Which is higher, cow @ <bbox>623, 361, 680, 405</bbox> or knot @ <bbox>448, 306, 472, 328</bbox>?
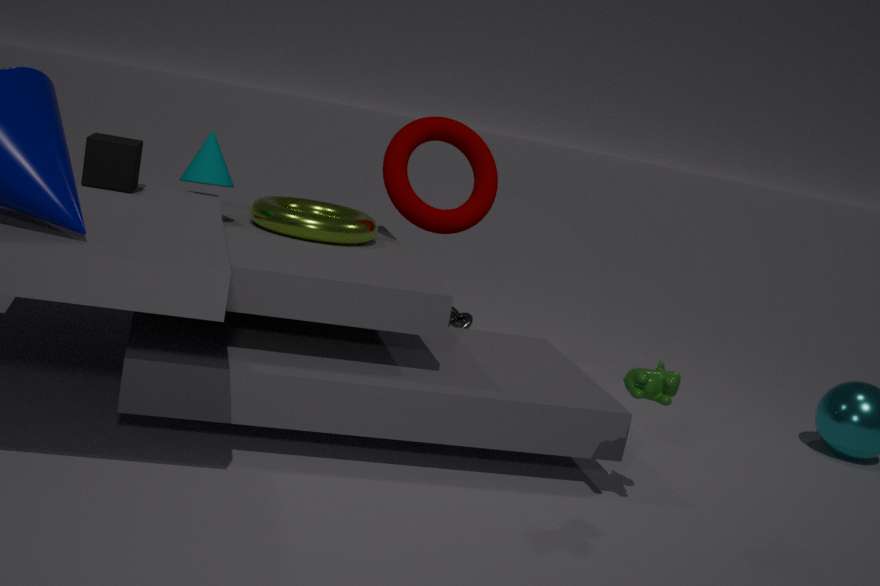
cow @ <bbox>623, 361, 680, 405</bbox>
